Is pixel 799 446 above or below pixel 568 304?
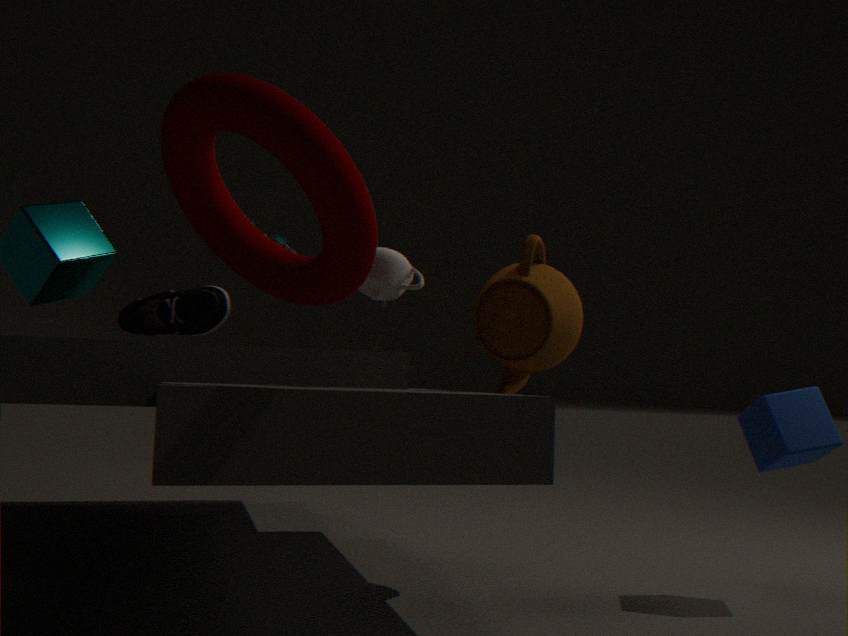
below
